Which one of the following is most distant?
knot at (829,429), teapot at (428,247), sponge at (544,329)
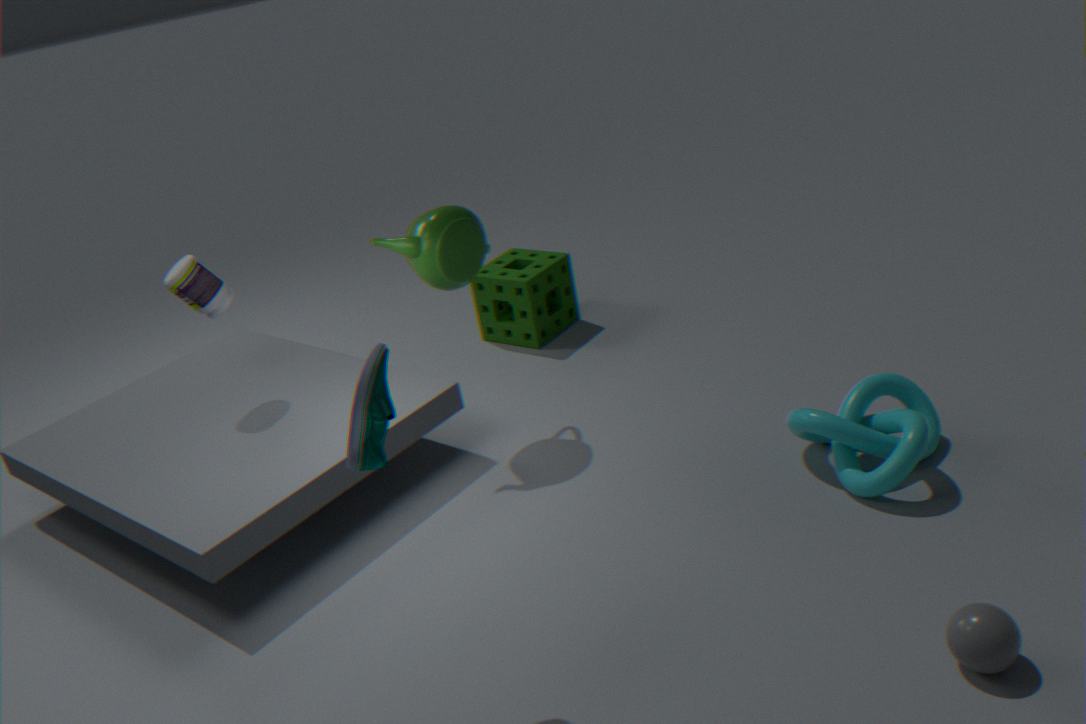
sponge at (544,329)
